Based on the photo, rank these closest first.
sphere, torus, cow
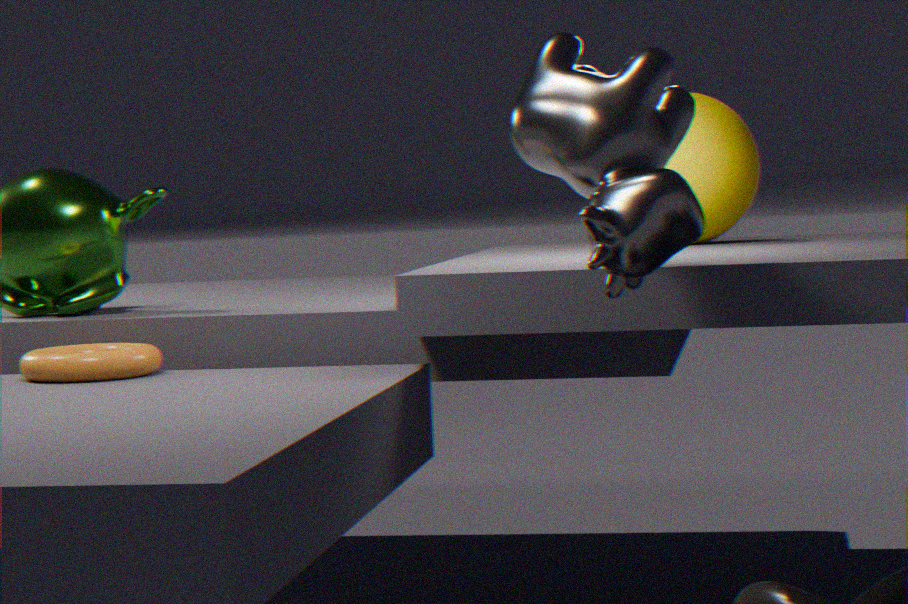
cow < torus < sphere
